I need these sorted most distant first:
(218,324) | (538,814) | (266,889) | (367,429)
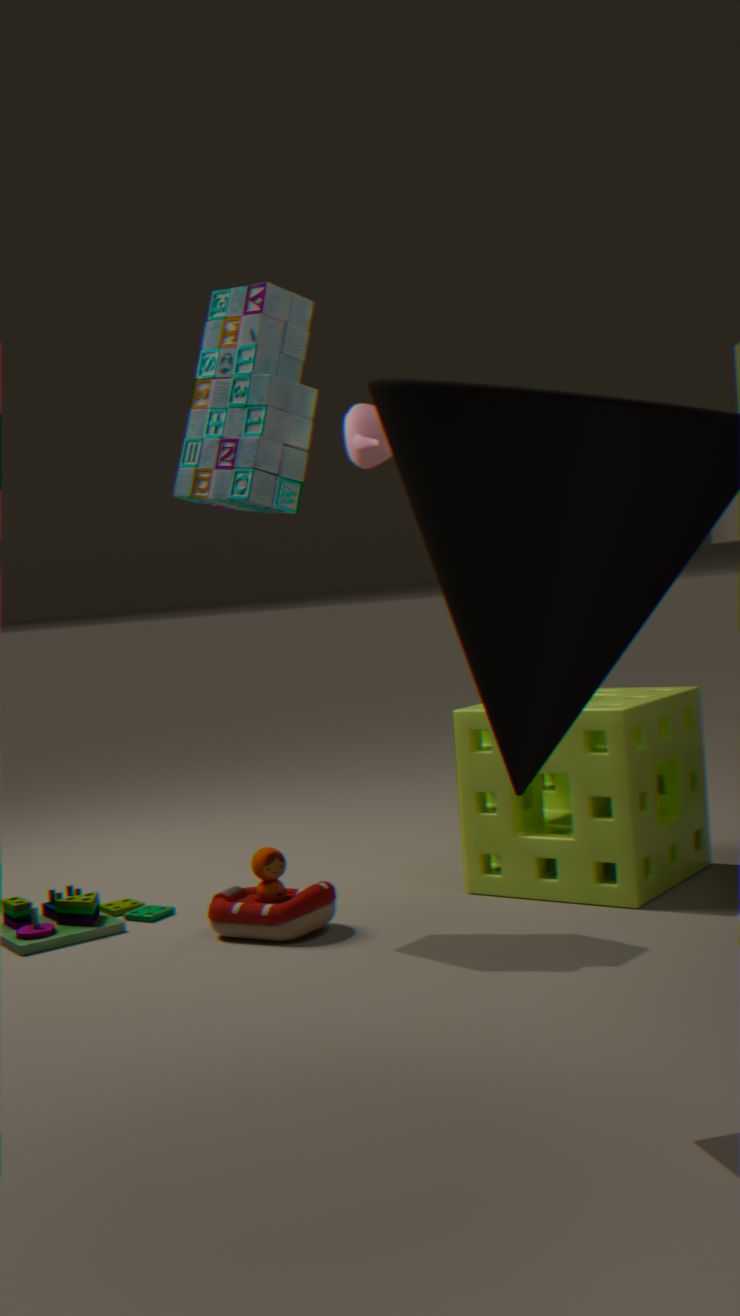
1. (367,429)
2. (538,814)
3. (266,889)
4. (218,324)
